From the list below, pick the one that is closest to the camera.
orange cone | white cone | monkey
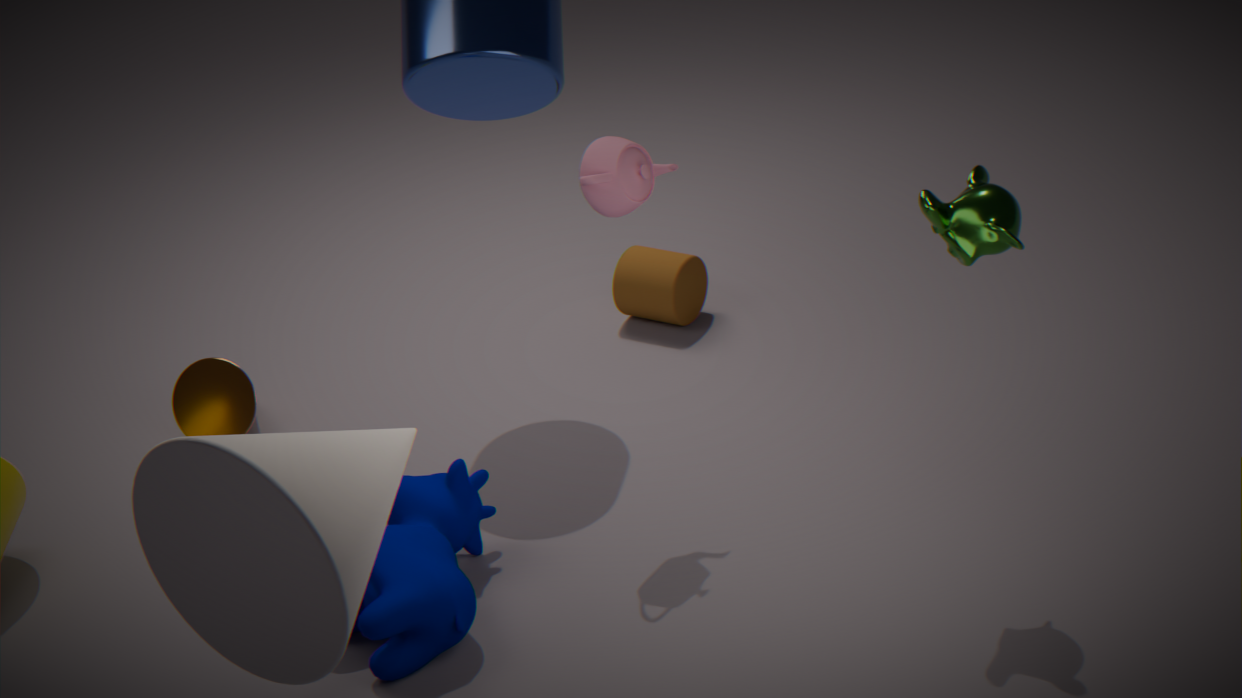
white cone
